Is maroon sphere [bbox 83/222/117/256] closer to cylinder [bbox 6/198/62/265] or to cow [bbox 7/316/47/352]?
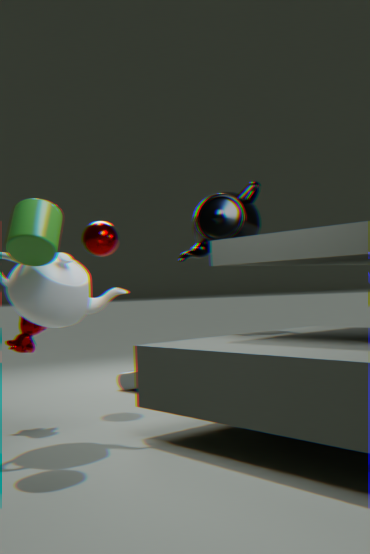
cow [bbox 7/316/47/352]
